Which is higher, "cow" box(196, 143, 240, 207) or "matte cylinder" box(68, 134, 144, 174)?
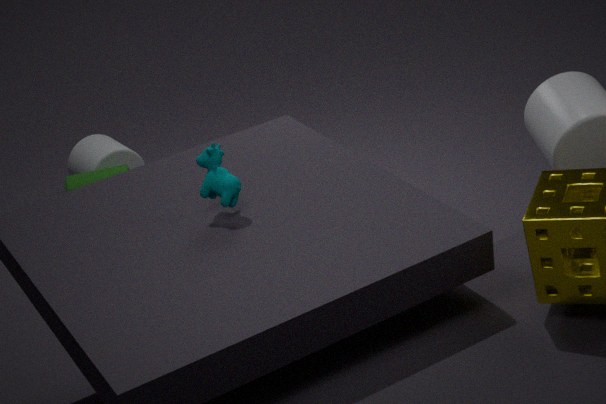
"cow" box(196, 143, 240, 207)
